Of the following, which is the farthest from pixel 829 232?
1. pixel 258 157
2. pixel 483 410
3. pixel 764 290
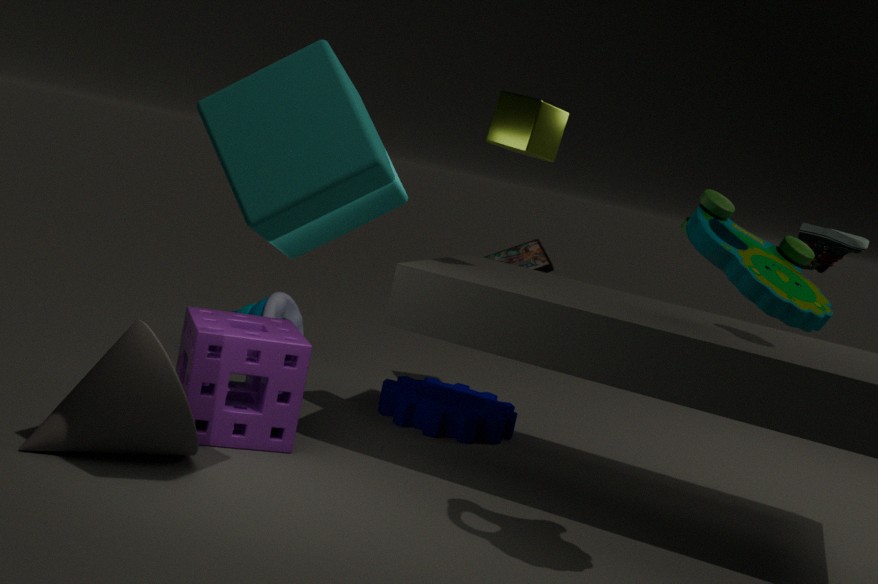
pixel 258 157
